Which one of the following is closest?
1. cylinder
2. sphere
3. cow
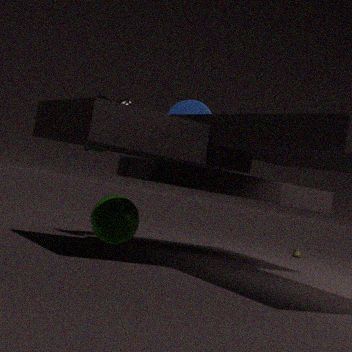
cow
